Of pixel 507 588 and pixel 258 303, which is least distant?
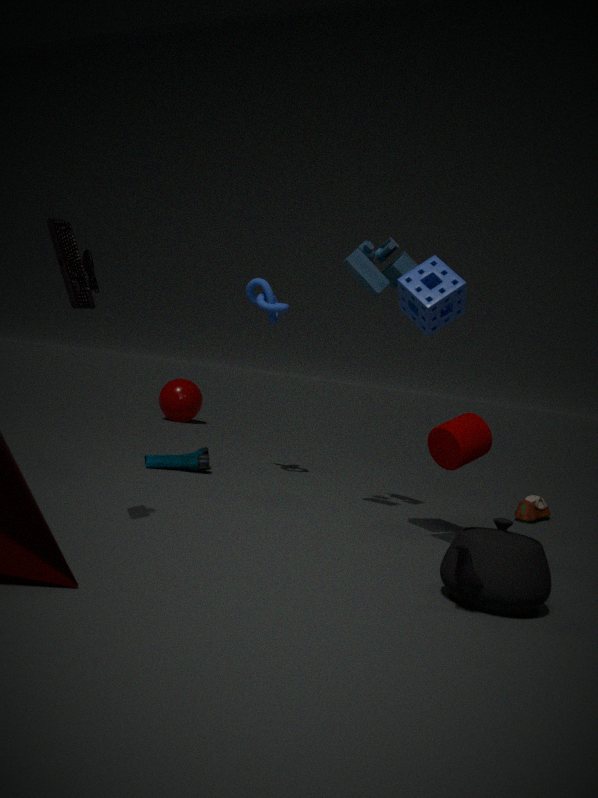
pixel 507 588
